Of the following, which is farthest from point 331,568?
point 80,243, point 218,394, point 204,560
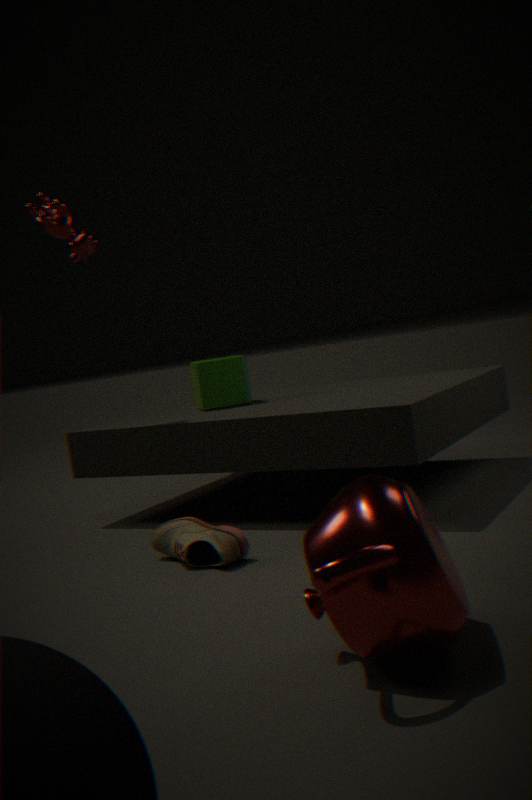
point 80,243
